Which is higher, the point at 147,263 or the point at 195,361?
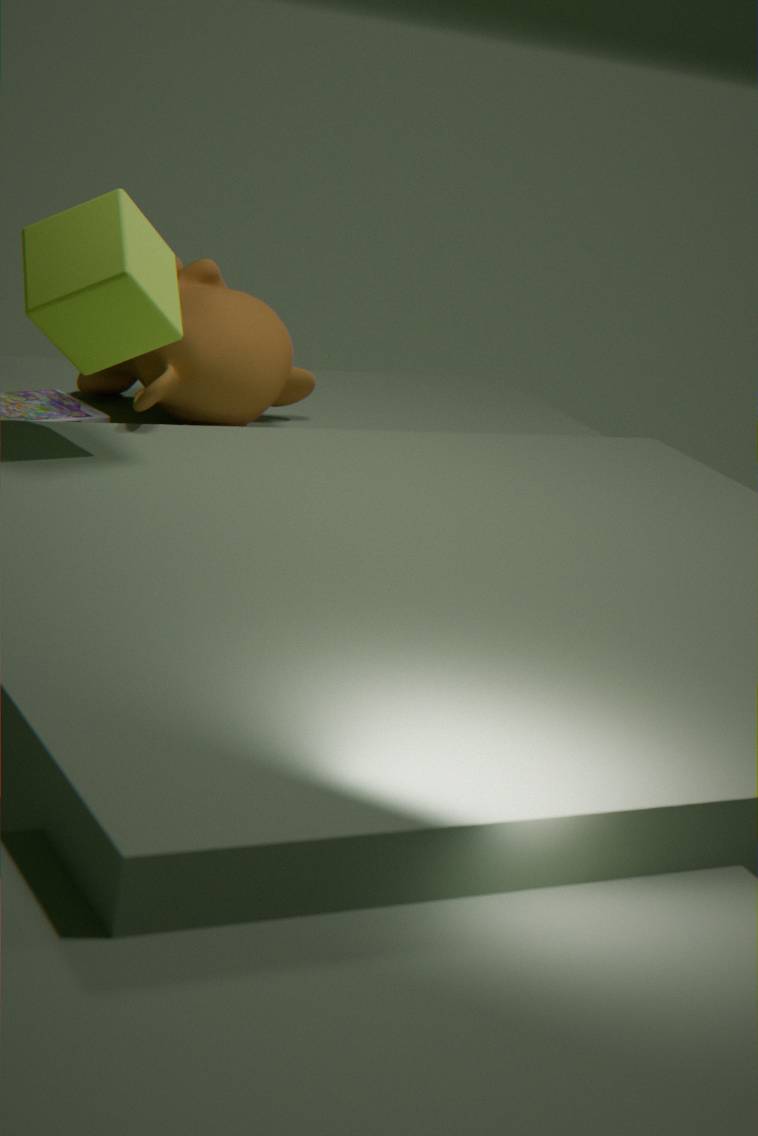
the point at 147,263
